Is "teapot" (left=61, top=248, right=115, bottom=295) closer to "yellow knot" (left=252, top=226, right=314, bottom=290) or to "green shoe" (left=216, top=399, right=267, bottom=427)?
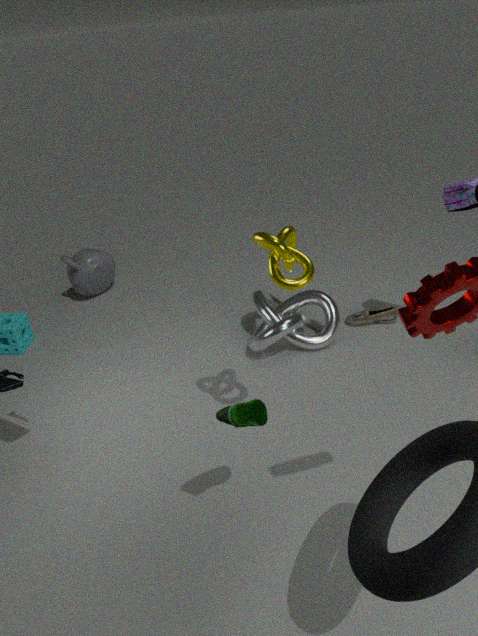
"yellow knot" (left=252, top=226, right=314, bottom=290)
